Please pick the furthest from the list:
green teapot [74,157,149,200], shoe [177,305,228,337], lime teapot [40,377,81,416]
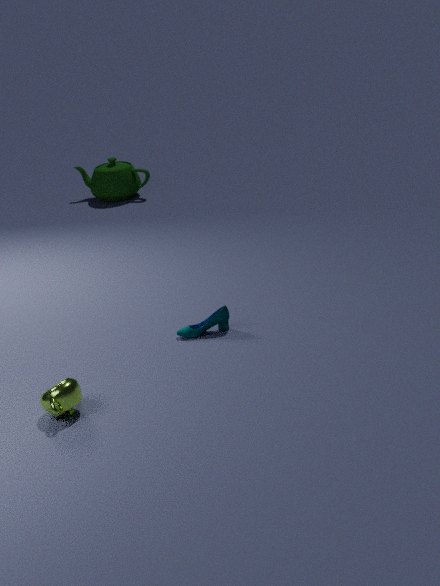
green teapot [74,157,149,200]
